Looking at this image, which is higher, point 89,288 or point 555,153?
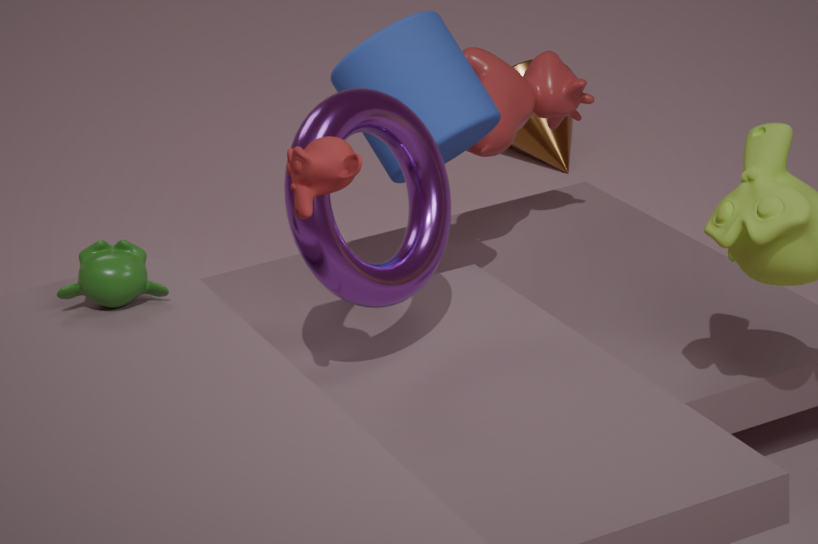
point 89,288
